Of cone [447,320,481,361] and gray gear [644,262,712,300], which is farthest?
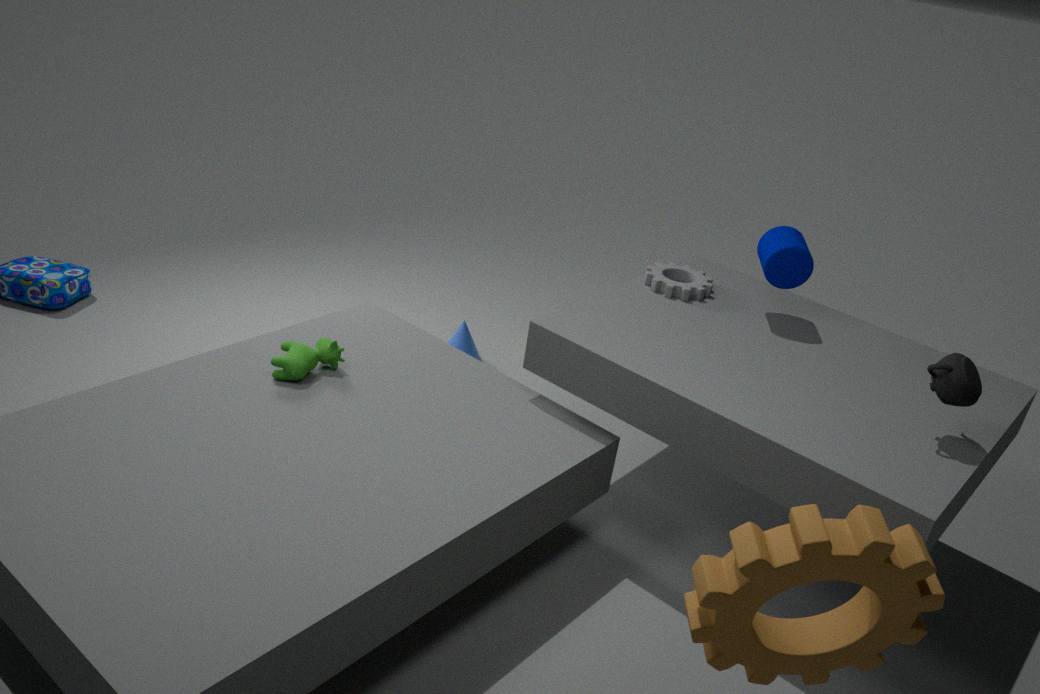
cone [447,320,481,361]
